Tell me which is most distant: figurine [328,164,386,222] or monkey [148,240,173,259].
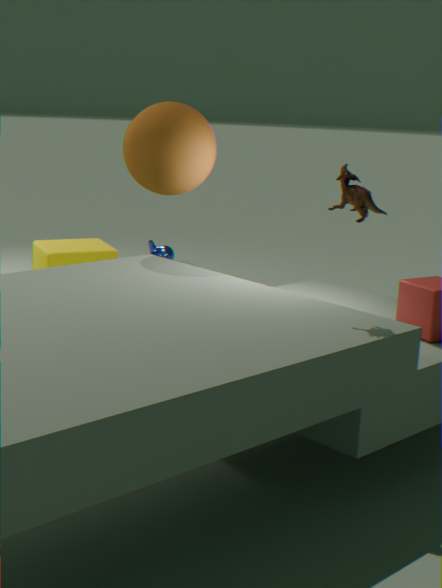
monkey [148,240,173,259]
